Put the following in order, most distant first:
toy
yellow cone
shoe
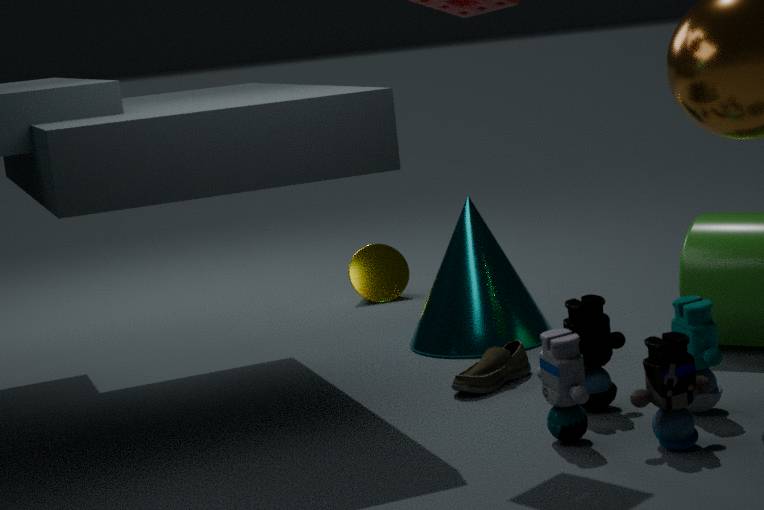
1. yellow cone
2. shoe
3. toy
